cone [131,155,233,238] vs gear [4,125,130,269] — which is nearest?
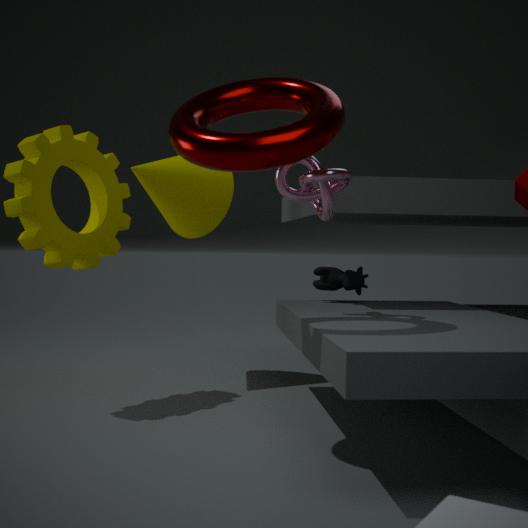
gear [4,125,130,269]
